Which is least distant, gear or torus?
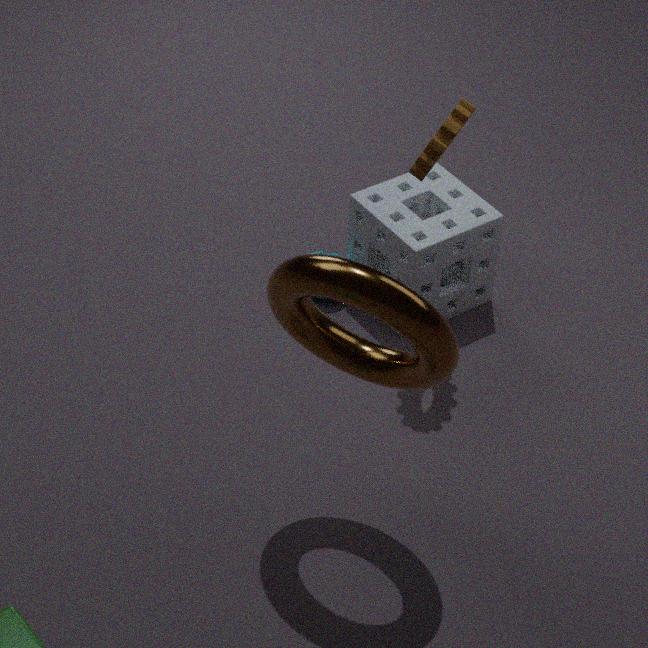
torus
